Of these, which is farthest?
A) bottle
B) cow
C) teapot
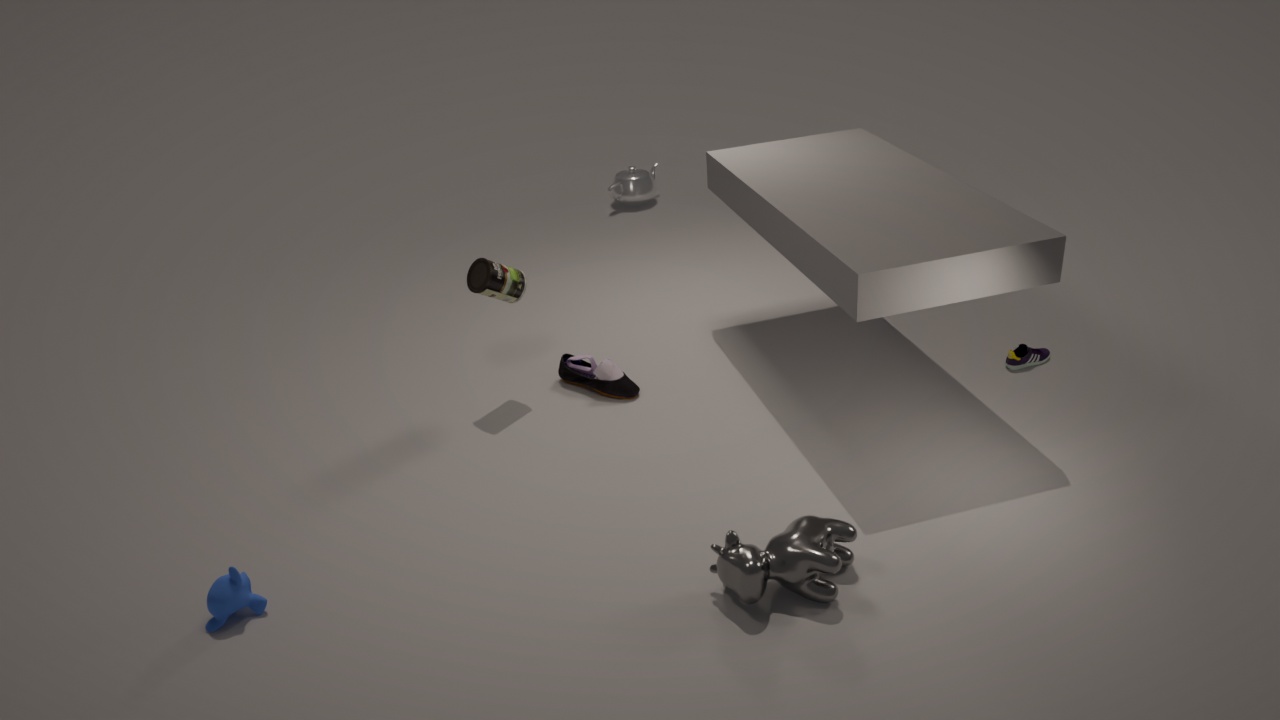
teapot
